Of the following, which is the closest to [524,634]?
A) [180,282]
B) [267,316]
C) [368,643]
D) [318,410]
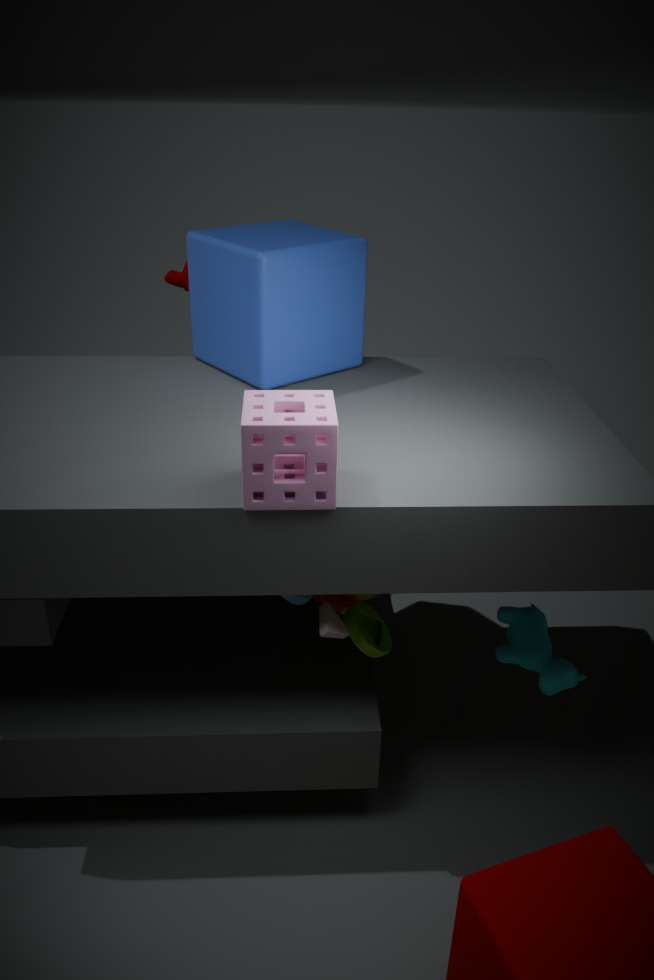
[368,643]
